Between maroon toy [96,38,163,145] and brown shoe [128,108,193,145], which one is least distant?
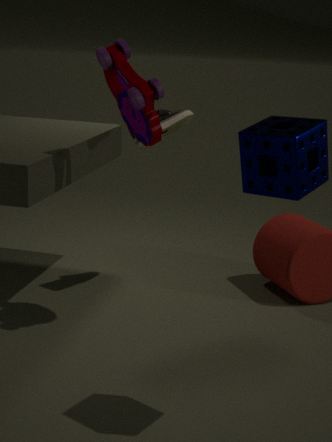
maroon toy [96,38,163,145]
